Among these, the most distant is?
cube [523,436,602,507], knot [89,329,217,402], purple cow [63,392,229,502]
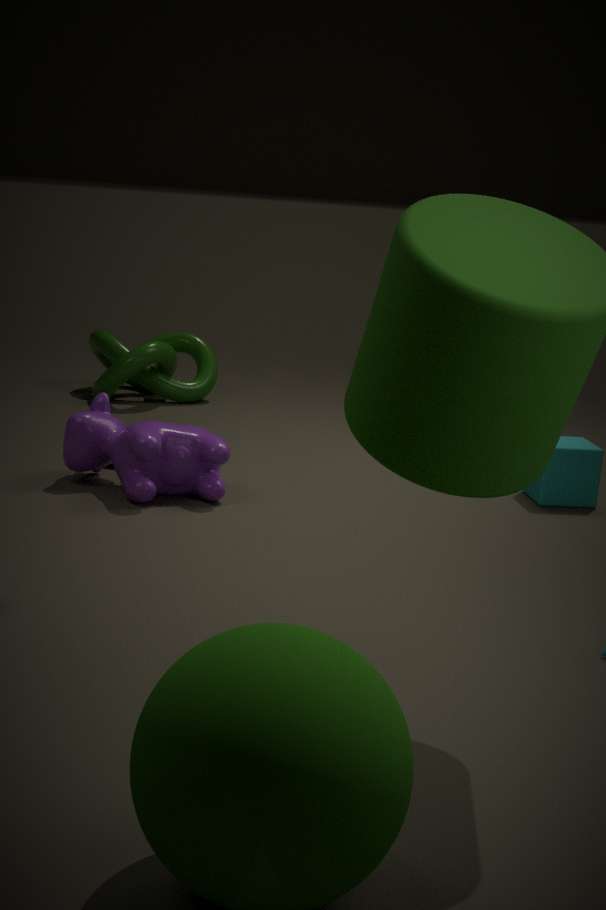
knot [89,329,217,402]
